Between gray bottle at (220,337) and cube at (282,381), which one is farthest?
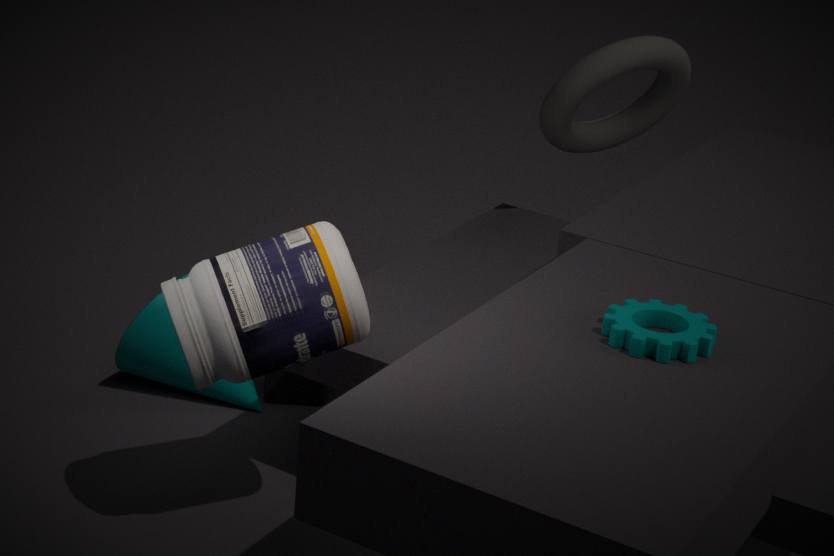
cube at (282,381)
